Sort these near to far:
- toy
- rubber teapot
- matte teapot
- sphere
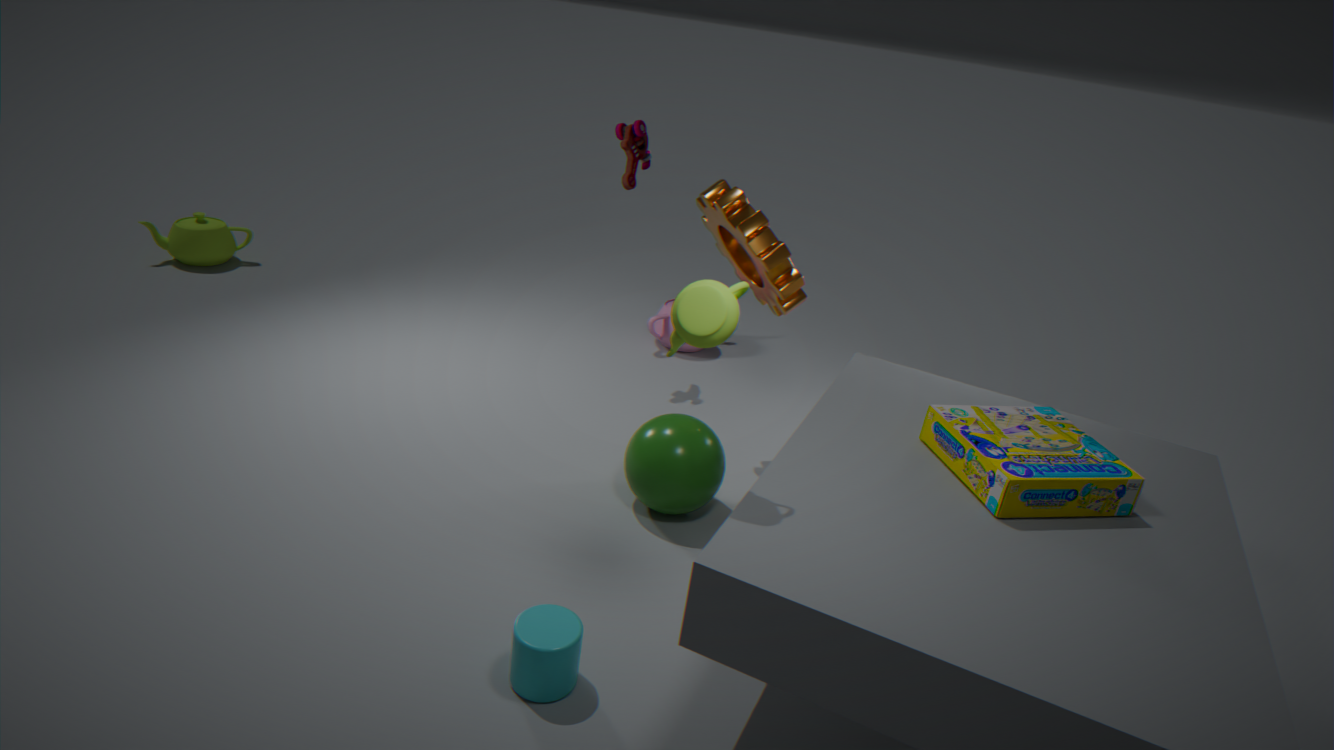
matte teapot
sphere
toy
rubber teapot
